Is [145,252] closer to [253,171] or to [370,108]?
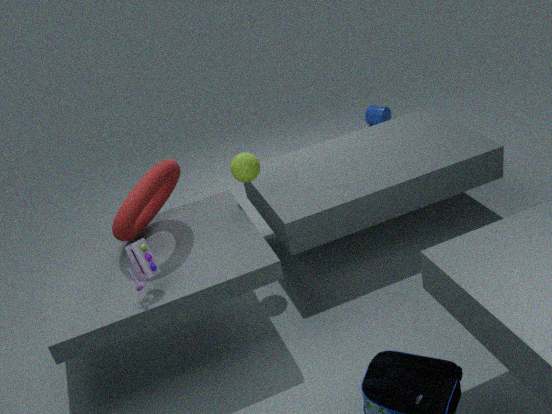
[253,171]
